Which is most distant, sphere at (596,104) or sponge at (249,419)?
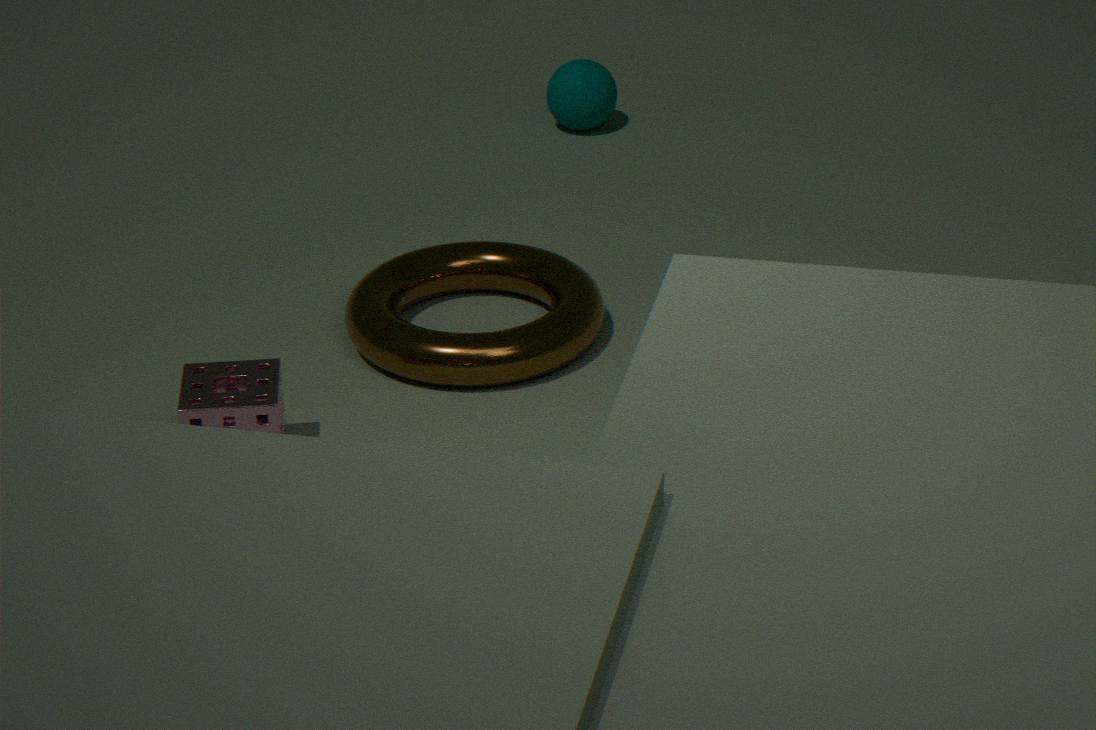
sphere at (596,104)
